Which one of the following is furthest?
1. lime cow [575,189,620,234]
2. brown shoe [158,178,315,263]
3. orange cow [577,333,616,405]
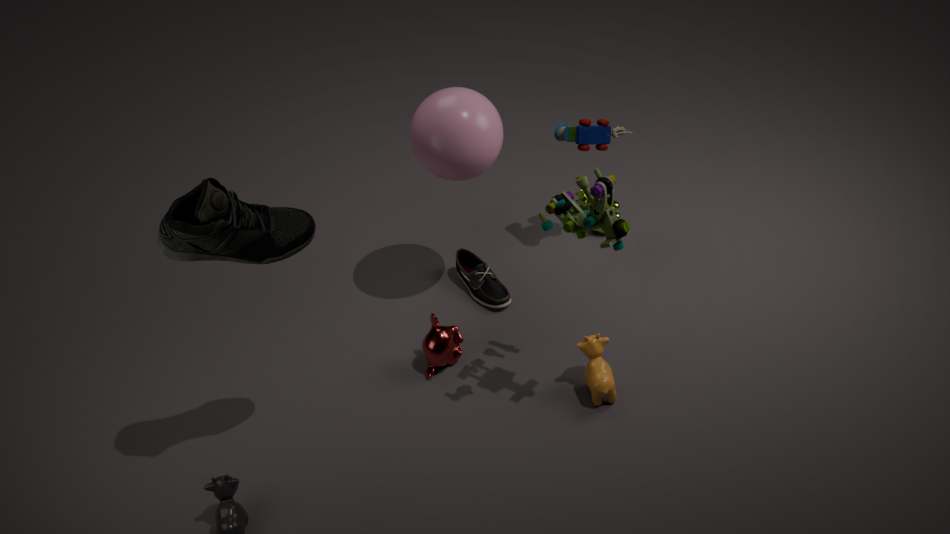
lime cow [575,189,620,234]
